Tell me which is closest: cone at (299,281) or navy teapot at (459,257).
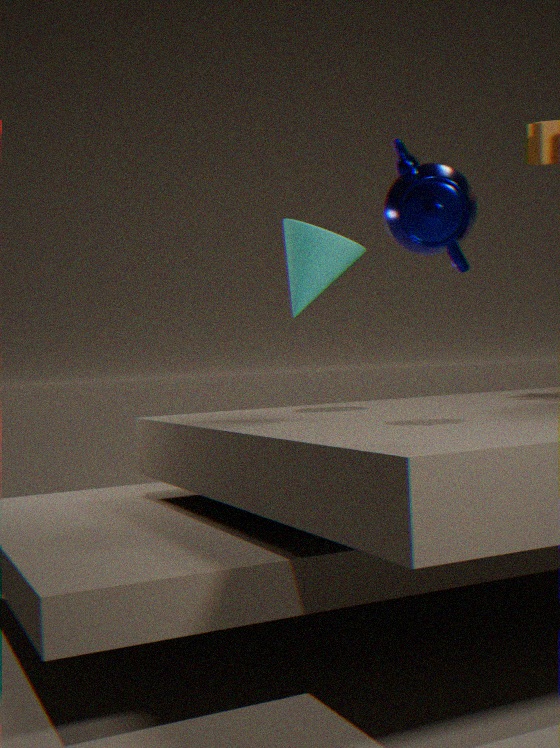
navy teapot at (459,257)
